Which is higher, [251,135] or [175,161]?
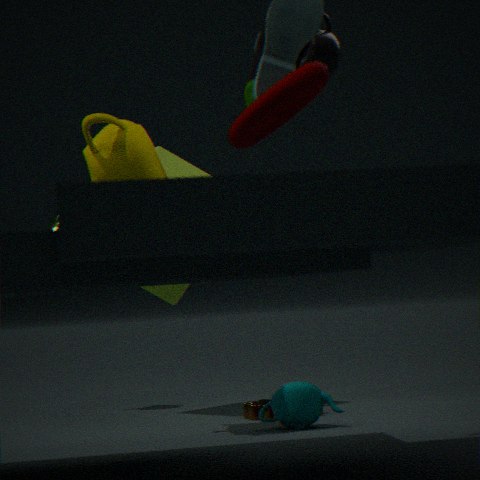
[251,135]
